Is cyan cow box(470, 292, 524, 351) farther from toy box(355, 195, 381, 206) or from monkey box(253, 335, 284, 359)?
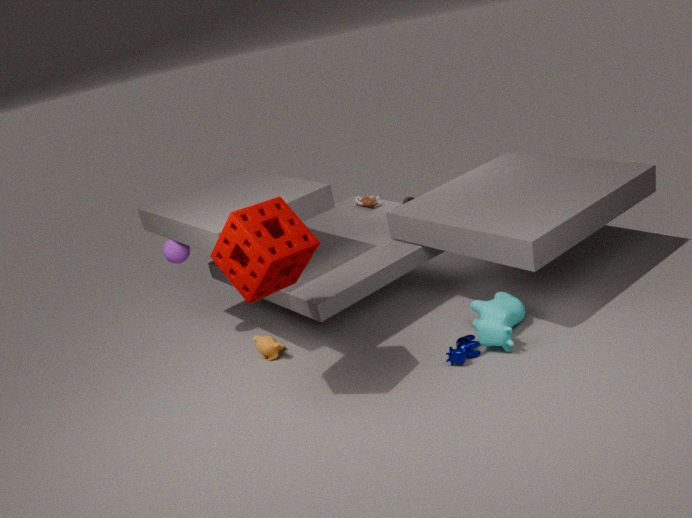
toy box(355, 195, 381, 206)
